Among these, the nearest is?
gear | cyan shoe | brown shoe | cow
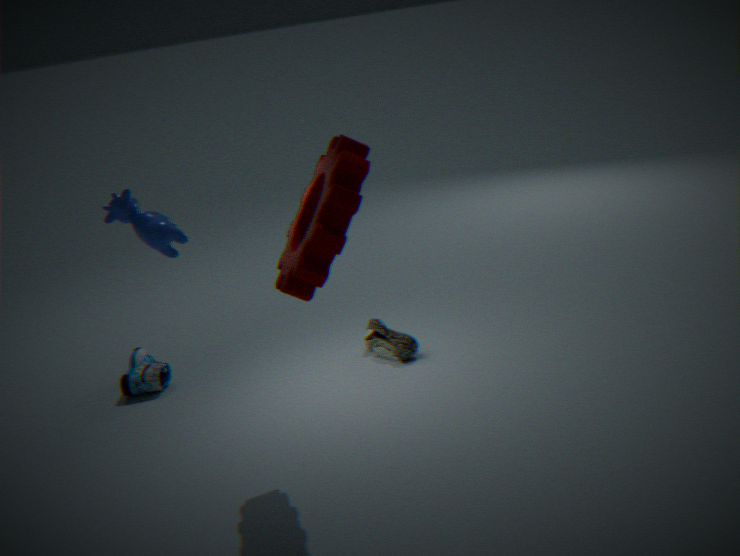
cow
